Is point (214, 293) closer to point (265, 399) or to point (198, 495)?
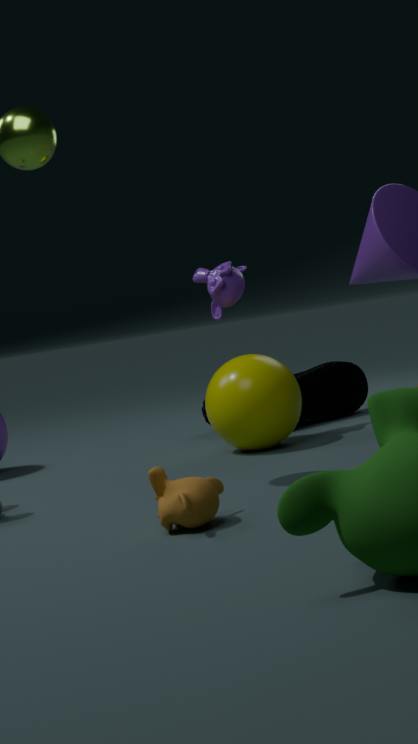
point (265, 399)
